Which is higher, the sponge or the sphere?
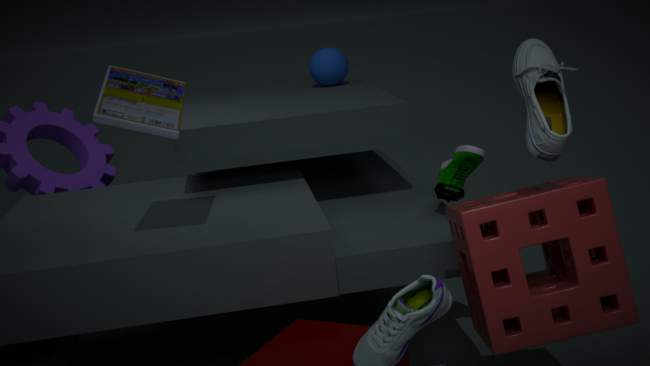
the sphere
